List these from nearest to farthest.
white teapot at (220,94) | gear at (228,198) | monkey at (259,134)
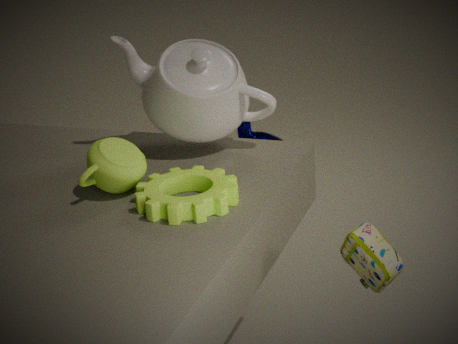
gear at (228,198) → white teapot at (220,94) → monkey at (259,134)
